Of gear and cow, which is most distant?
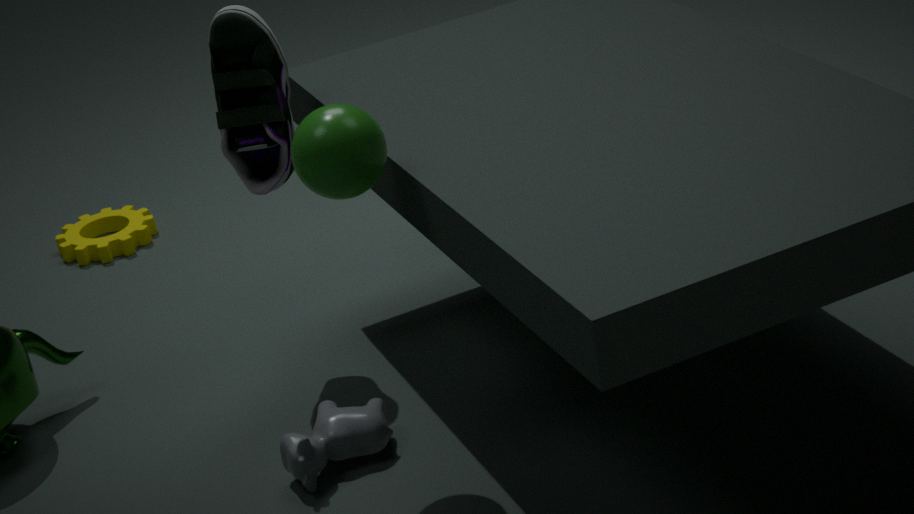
gear
